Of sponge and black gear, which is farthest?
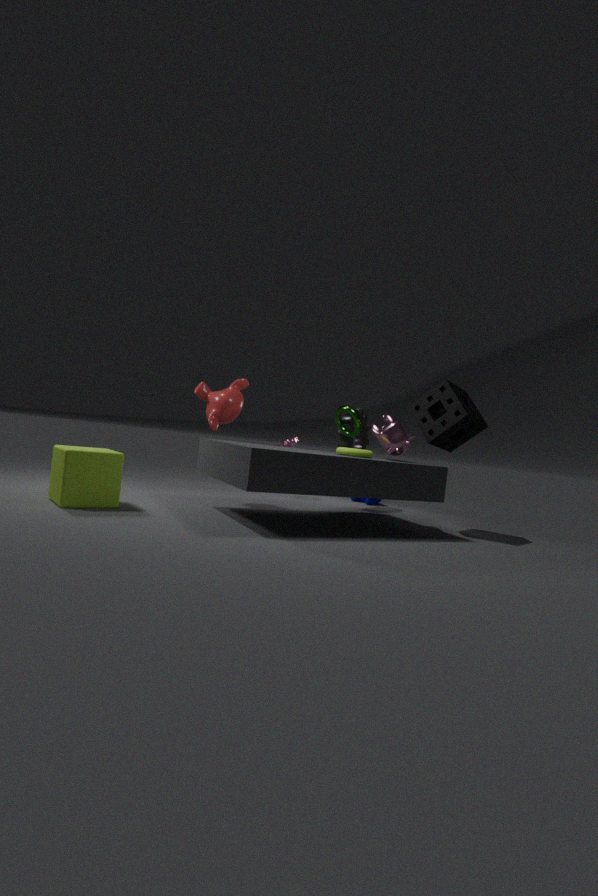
black gear
